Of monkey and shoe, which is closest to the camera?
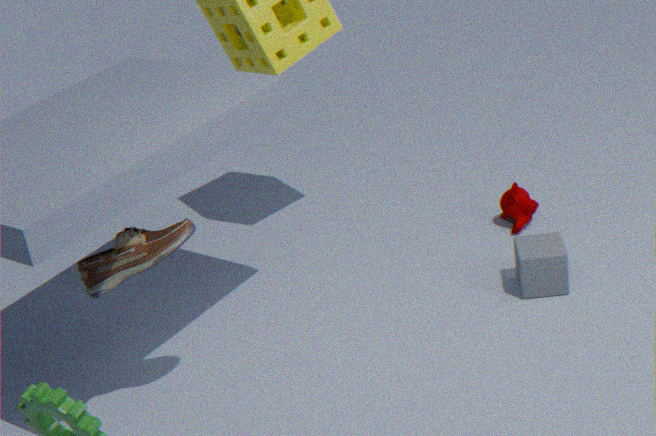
shoe
